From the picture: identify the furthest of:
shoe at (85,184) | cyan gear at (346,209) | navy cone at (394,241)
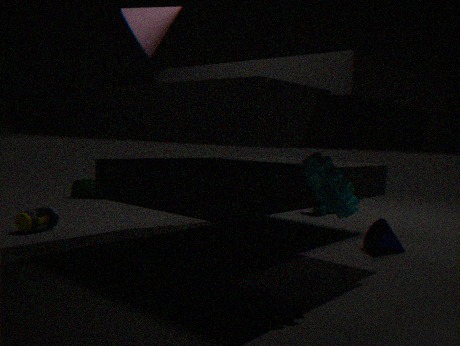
shoe at (85,184)
